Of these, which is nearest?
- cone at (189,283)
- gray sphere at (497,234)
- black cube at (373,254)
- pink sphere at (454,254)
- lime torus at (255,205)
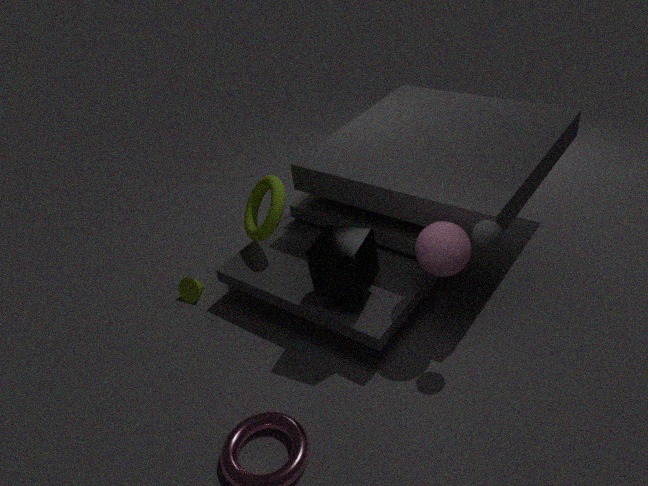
gray sphere at (497,234)
